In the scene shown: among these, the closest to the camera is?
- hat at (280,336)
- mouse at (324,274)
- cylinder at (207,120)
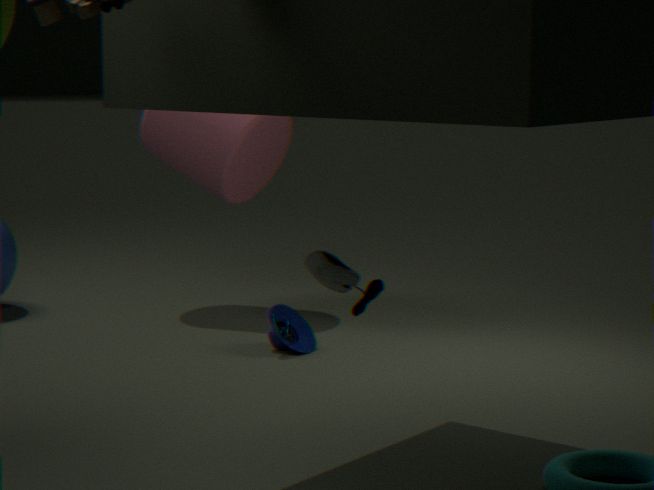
mouse at (324,274)
